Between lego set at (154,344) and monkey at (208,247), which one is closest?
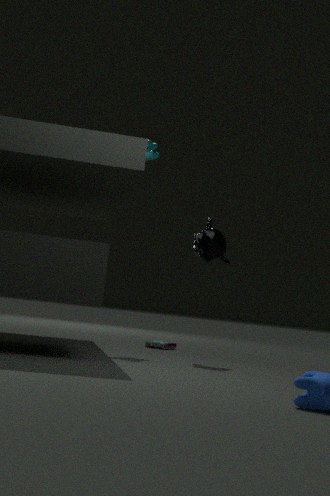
monkey at (208,247)
